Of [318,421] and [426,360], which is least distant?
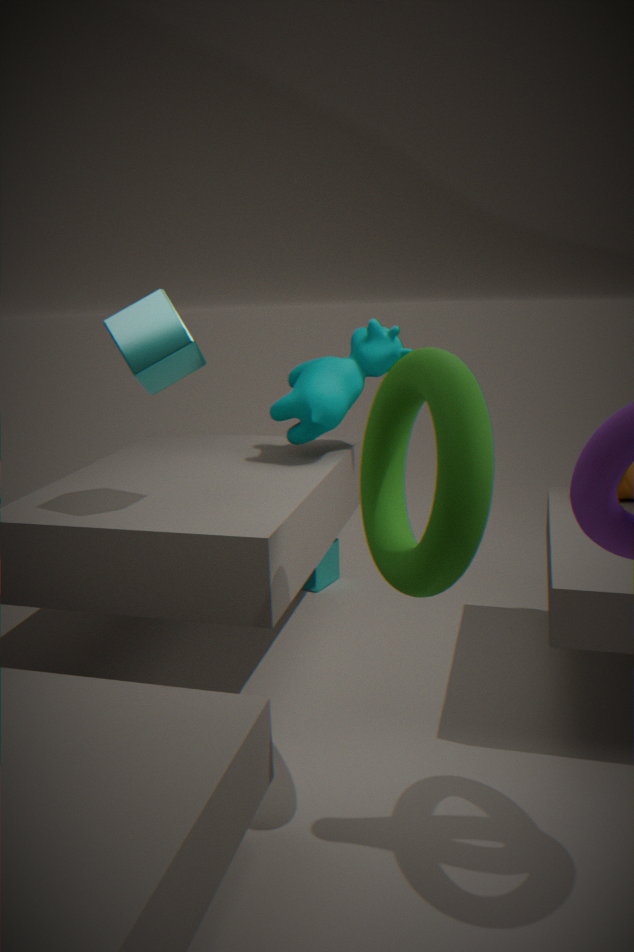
[426,360]
